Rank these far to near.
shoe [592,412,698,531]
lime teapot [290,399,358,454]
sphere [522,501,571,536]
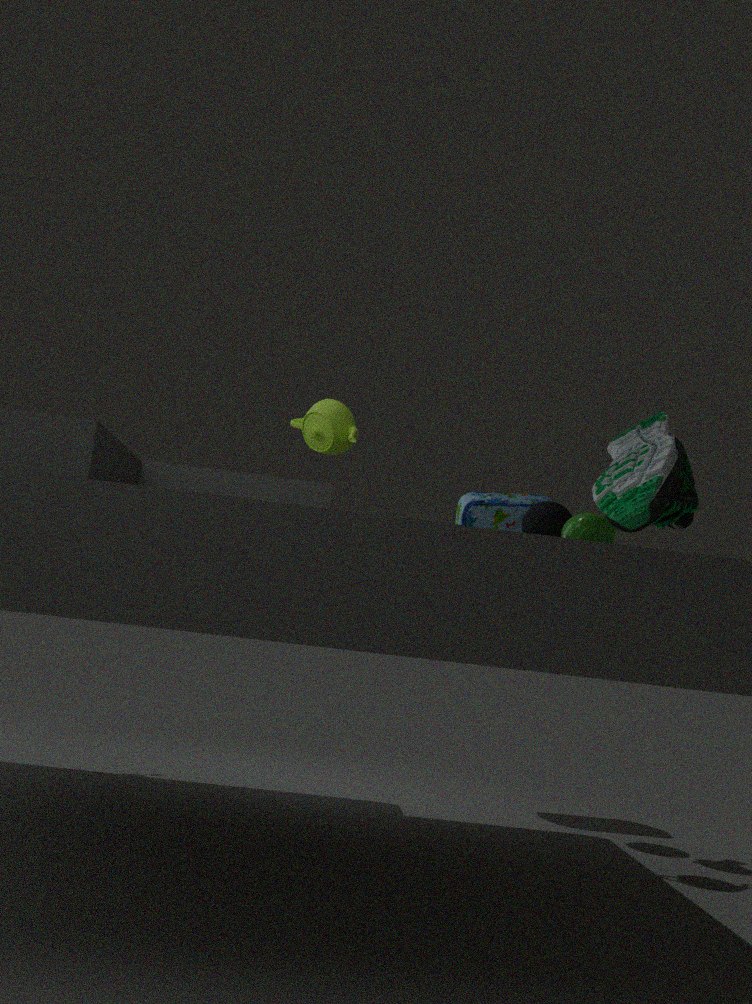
sphere [522,501,571,536] → lime teapot [290,399,358,454] → shoe [592,412,698,531]
